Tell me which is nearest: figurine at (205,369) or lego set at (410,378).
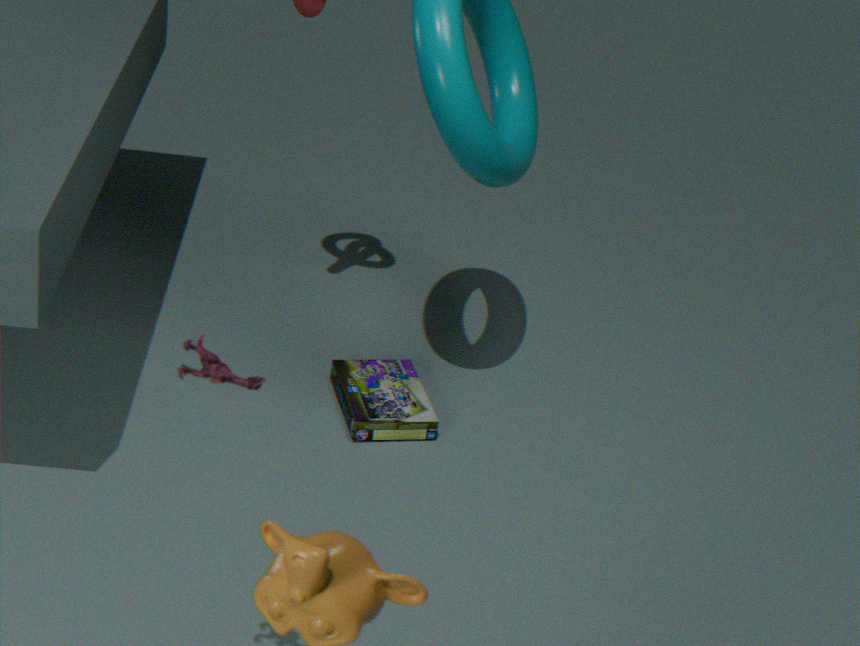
figurine at (205,369)
